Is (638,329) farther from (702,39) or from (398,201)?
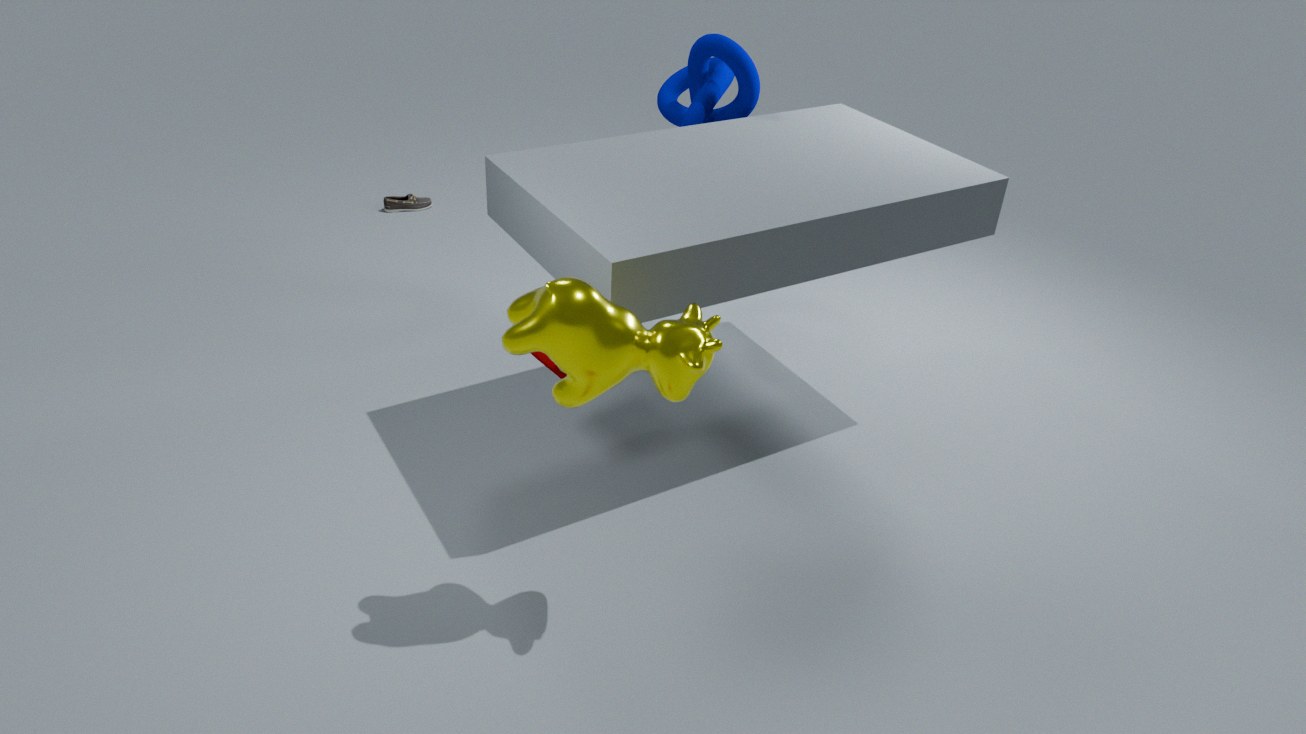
(398,201)
